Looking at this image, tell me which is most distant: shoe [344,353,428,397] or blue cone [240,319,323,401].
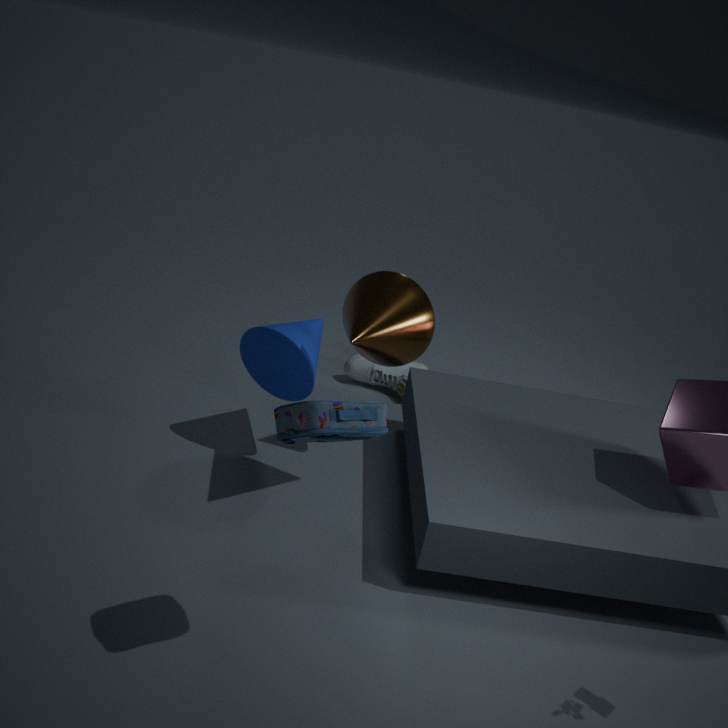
shoe [344,353,428,397]
